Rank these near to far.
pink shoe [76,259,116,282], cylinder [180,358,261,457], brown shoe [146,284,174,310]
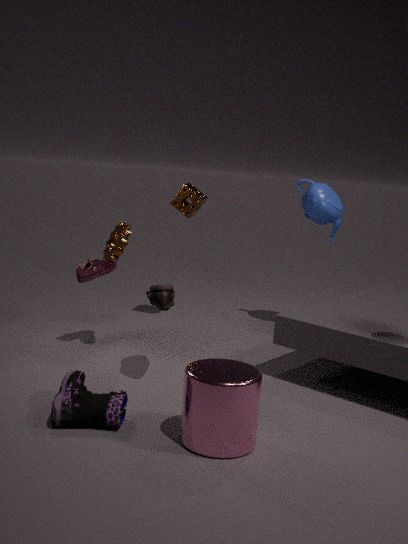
cylinder [180,358,261,457], brown shoe [146,284,174,310], pink shoe [76,259,116,282]
